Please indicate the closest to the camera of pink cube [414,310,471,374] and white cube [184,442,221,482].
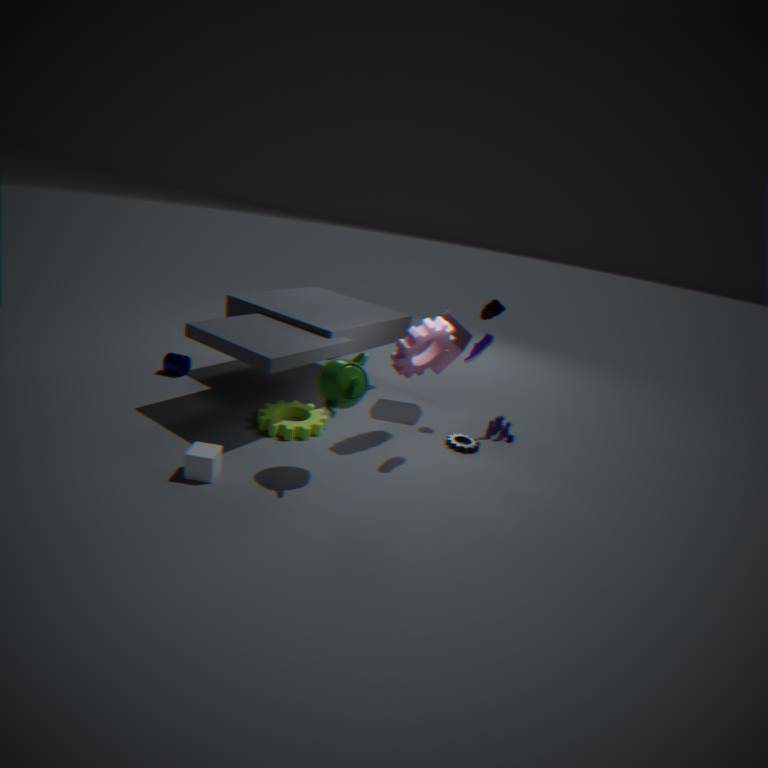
white cube [184,442,221,482]
